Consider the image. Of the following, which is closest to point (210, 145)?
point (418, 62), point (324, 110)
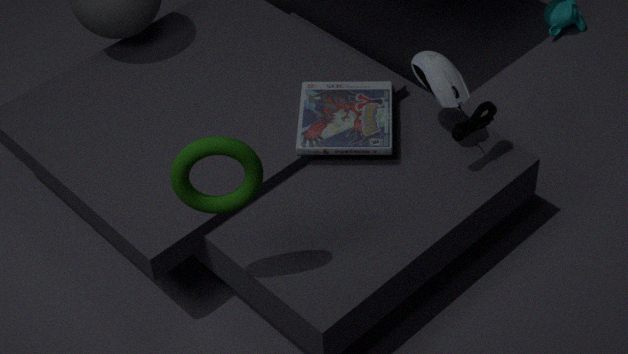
Result: point (324, 110)
